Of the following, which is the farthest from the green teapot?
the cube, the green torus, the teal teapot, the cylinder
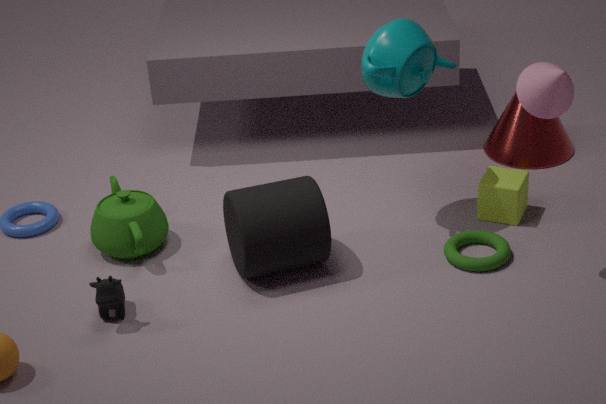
the cube
